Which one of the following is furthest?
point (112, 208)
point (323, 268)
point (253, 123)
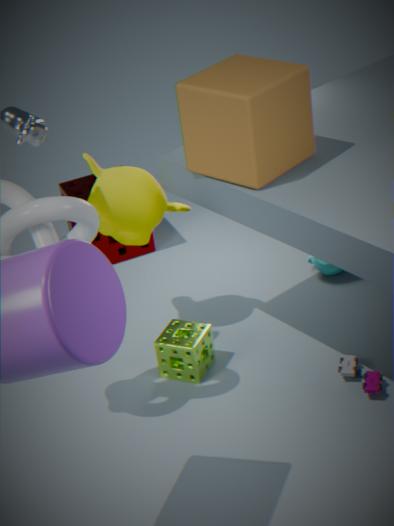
point (323, 268)
